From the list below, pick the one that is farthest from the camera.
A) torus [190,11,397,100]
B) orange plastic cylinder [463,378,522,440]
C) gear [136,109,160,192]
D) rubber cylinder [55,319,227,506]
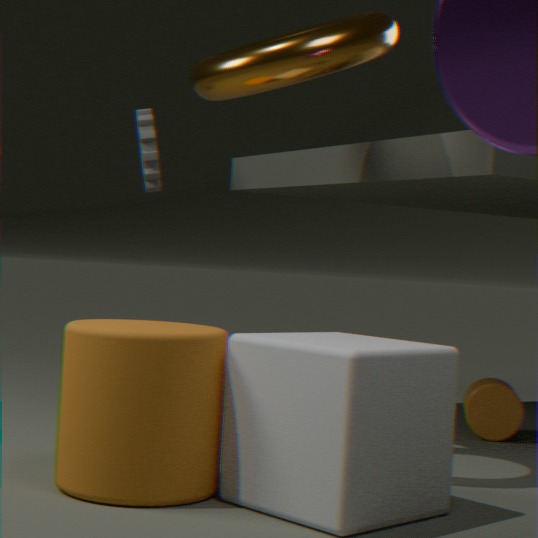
C. gear [136,109,160,192]
